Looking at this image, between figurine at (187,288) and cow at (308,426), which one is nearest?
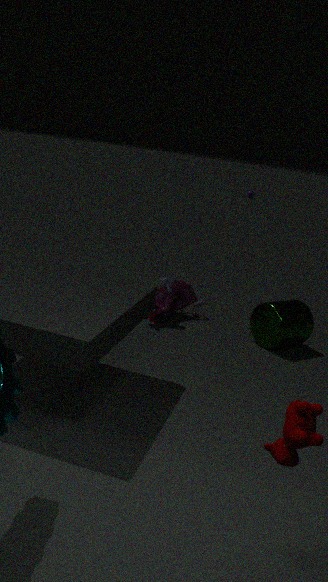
cow at (308,426)
